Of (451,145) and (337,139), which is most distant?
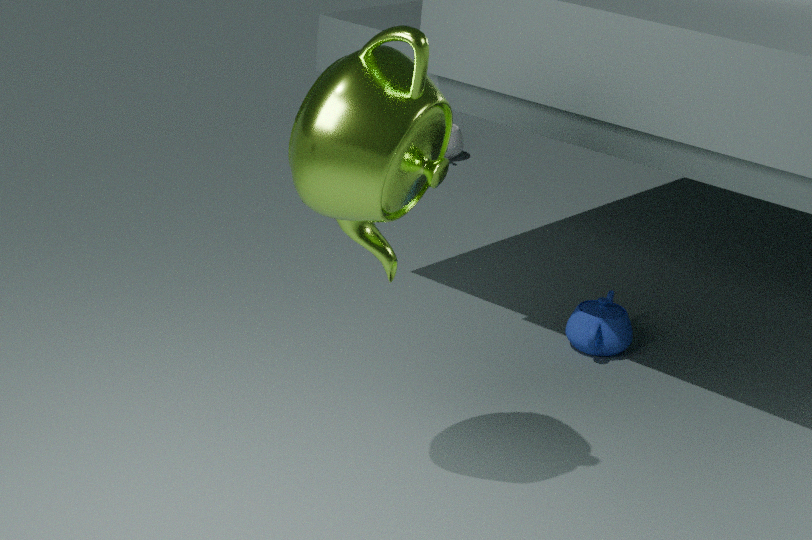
(451,145)
